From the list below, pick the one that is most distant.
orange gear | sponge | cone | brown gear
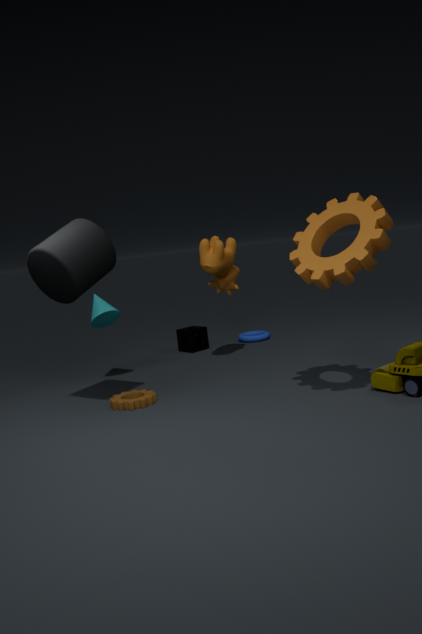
sponge
